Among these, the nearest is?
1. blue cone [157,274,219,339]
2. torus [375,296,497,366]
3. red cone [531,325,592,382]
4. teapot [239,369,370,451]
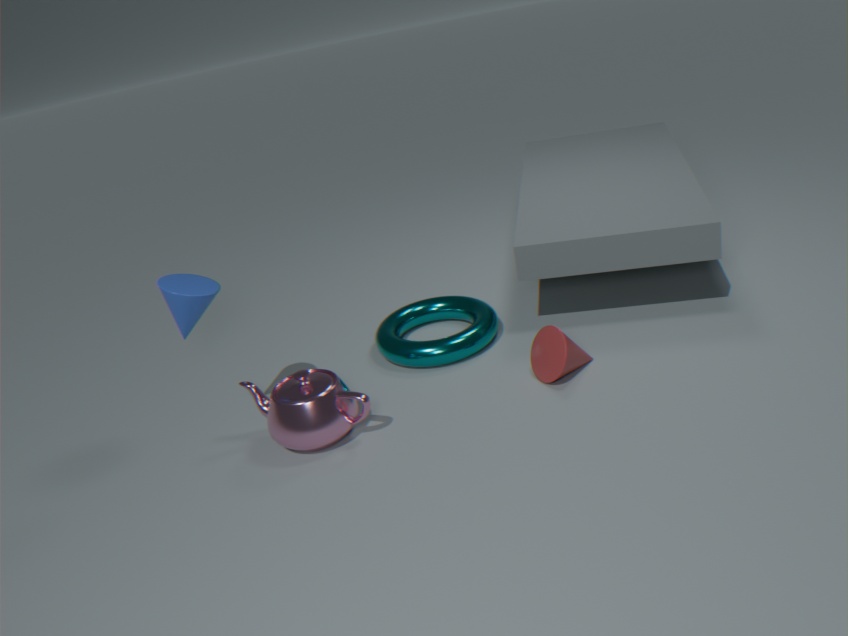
blue cone [157,274,219,339]
